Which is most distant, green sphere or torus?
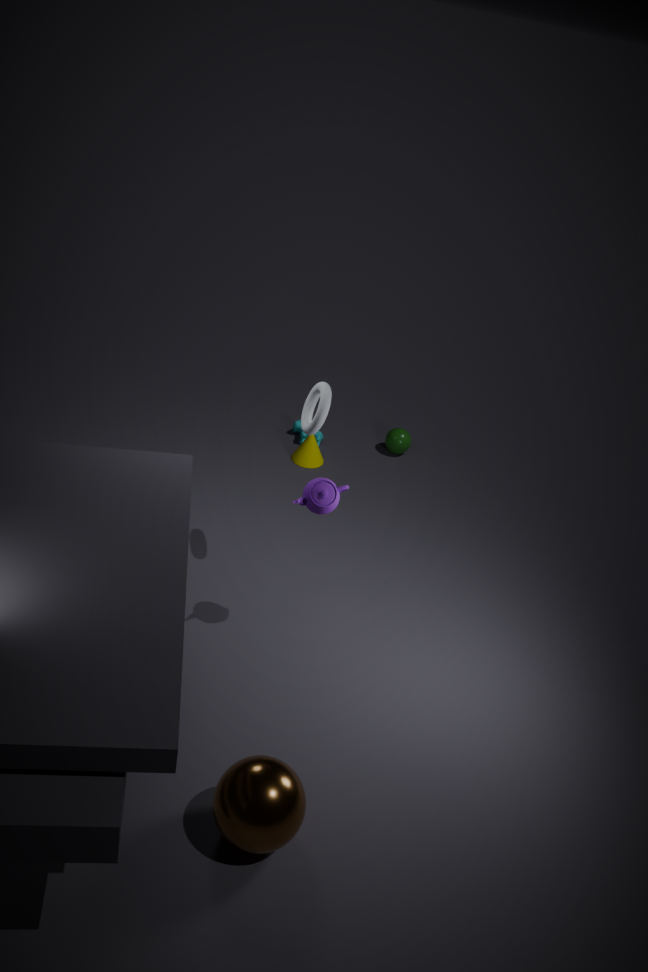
green sphere
